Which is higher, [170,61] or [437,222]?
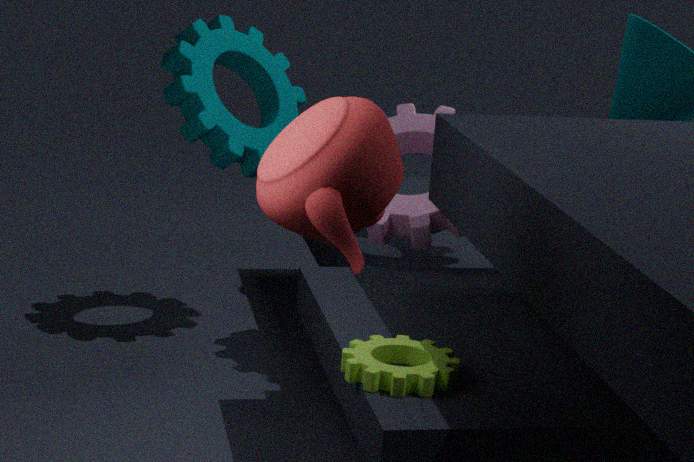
[170,61]
